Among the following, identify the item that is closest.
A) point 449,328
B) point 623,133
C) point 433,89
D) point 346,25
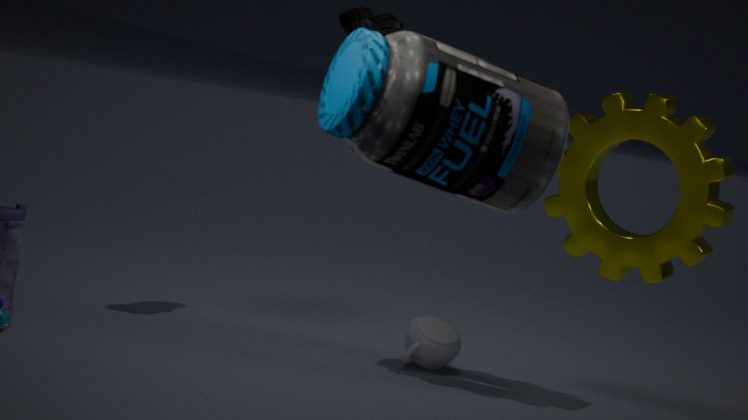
point 433,89
